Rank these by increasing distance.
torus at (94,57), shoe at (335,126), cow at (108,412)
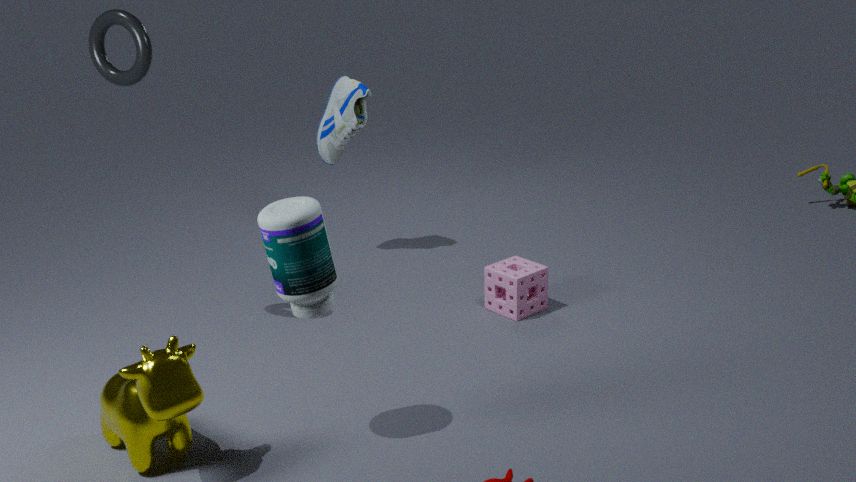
cow at (108,412), torus at (94,57), shoe at (335,126)
